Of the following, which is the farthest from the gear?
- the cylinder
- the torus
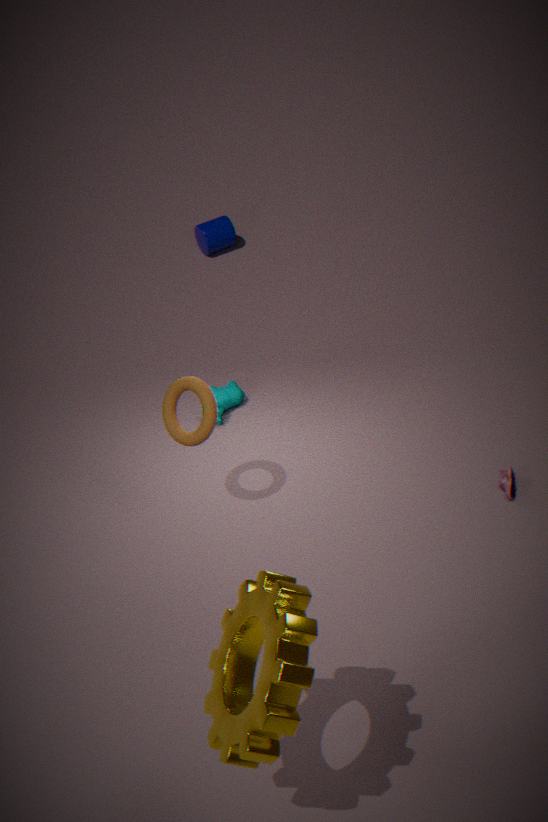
the cylinder
